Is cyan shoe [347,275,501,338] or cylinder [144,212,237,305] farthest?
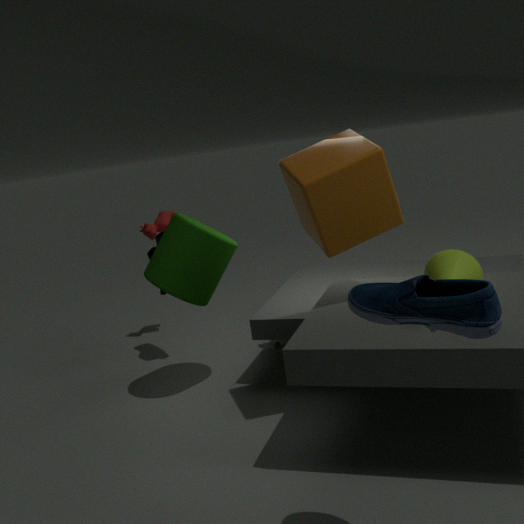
cylinder [144,212,237,305]
